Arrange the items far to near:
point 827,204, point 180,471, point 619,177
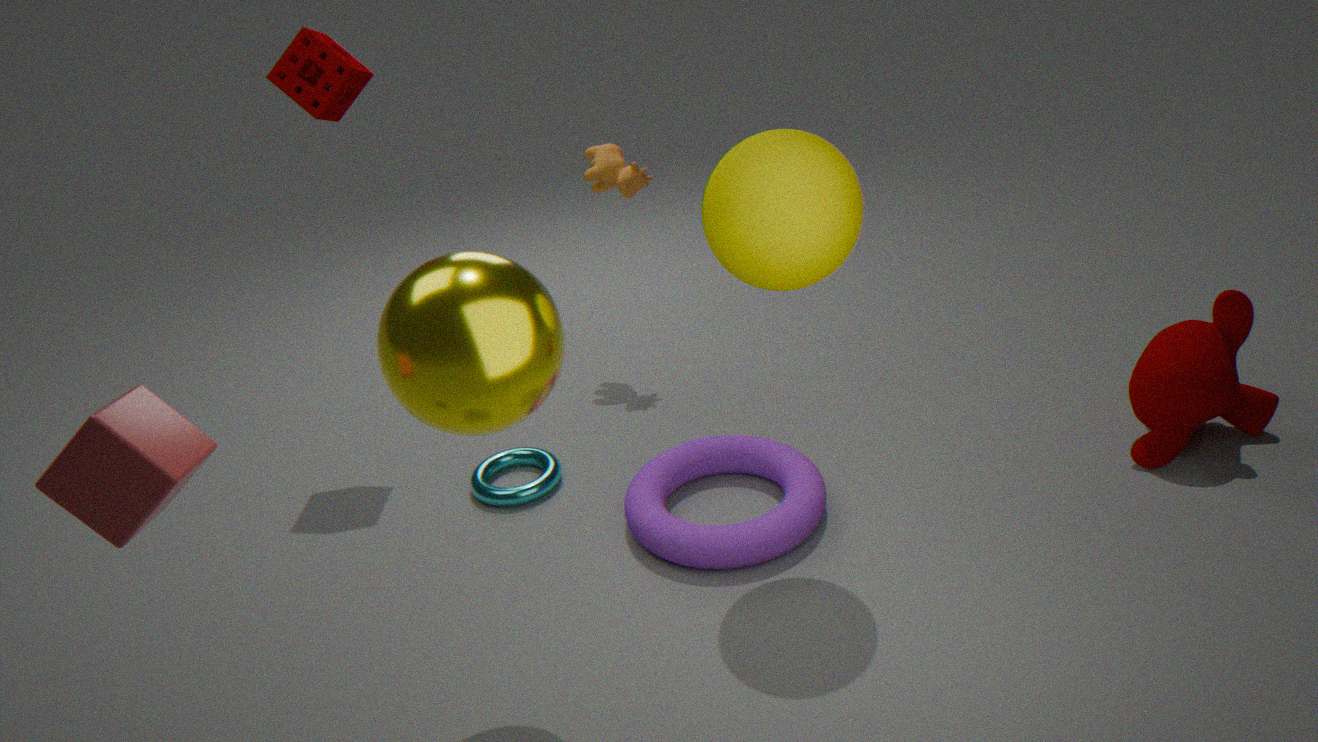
point 619,177, point 827,204, point 180,471
